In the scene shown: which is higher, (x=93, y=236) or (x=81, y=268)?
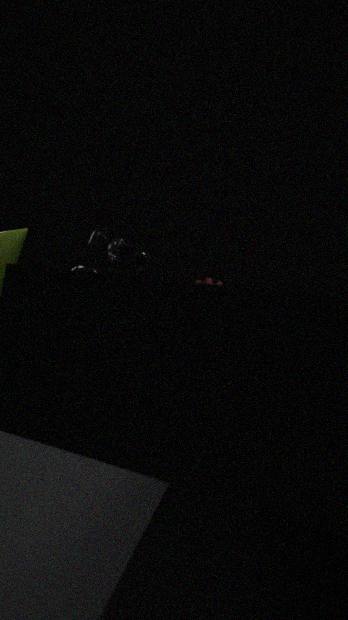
(x=93, y=236)
